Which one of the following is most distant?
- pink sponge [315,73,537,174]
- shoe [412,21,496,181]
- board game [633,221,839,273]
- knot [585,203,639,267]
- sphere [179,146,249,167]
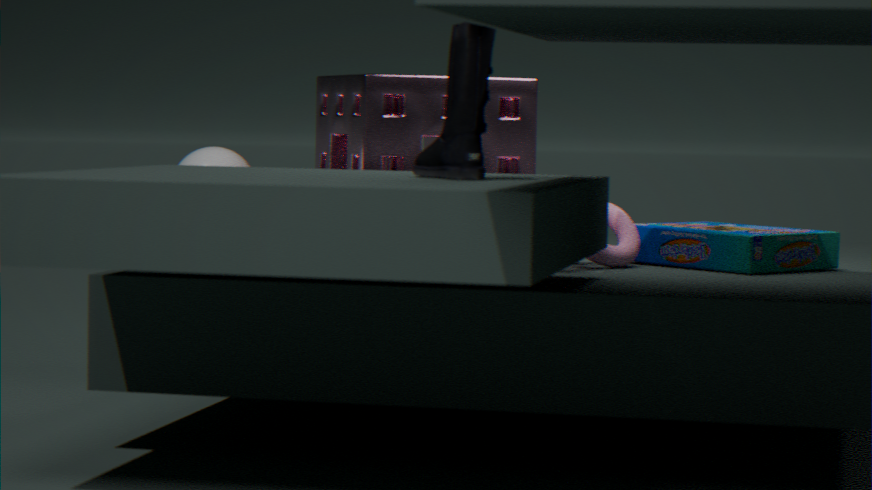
sphere [179,146,249,167]
